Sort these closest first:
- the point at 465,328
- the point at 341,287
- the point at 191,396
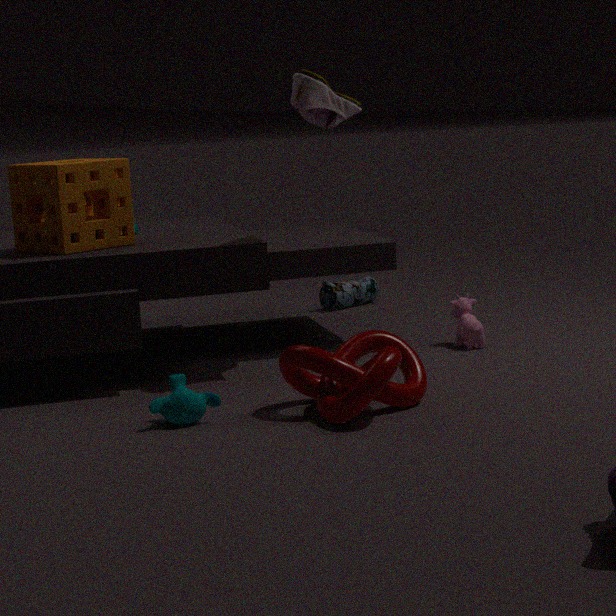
1. the point at 191,396
2. the point at 465,328
3. the point at 341,287
